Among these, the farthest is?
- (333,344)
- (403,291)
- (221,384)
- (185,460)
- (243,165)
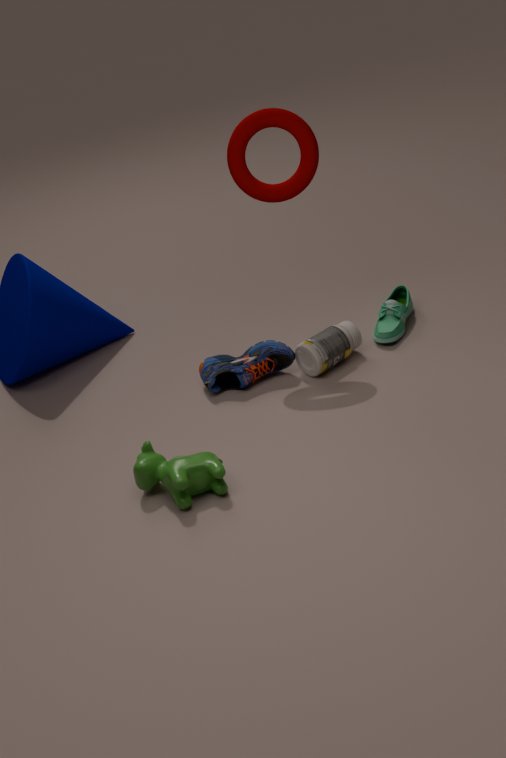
(403,291)
